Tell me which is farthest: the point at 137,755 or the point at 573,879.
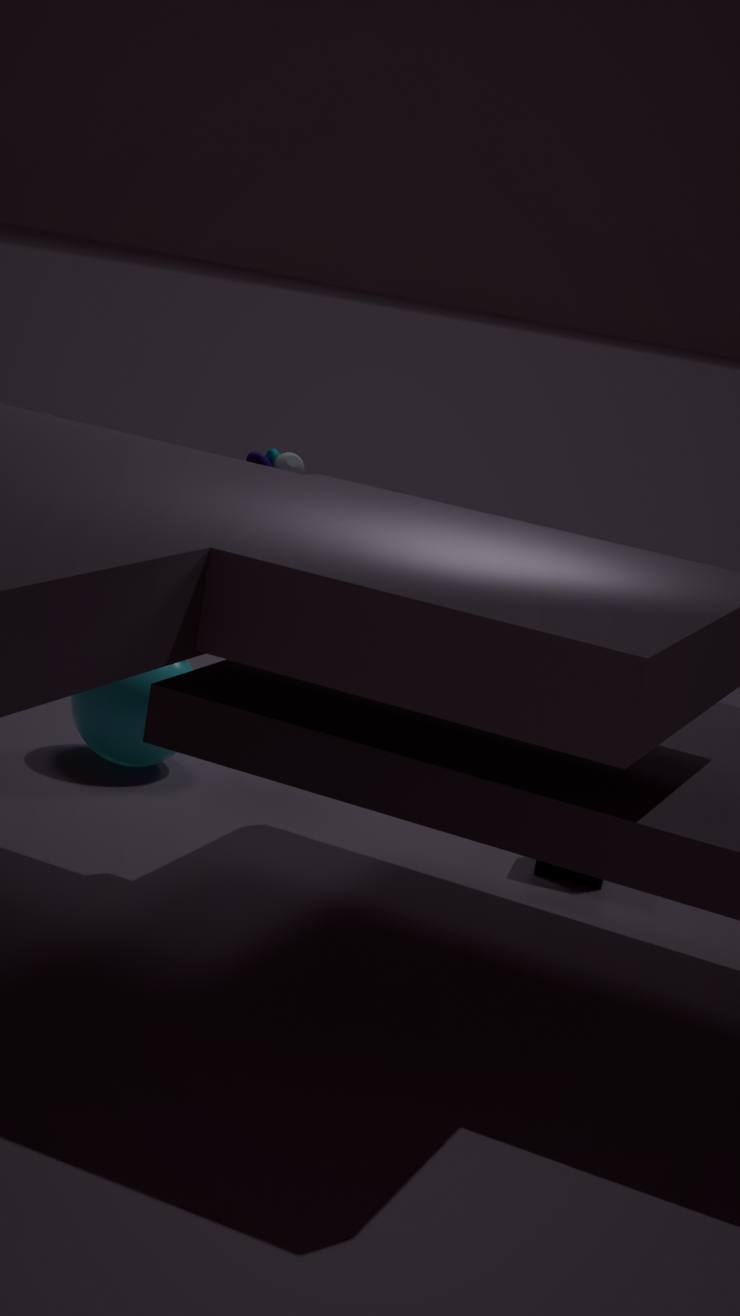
the point at 137,755
